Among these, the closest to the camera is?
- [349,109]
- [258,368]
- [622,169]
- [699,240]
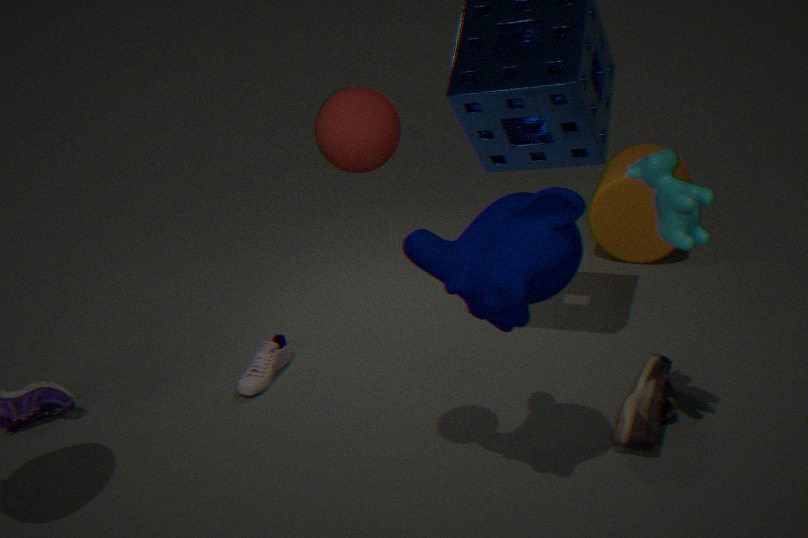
[349,109]
